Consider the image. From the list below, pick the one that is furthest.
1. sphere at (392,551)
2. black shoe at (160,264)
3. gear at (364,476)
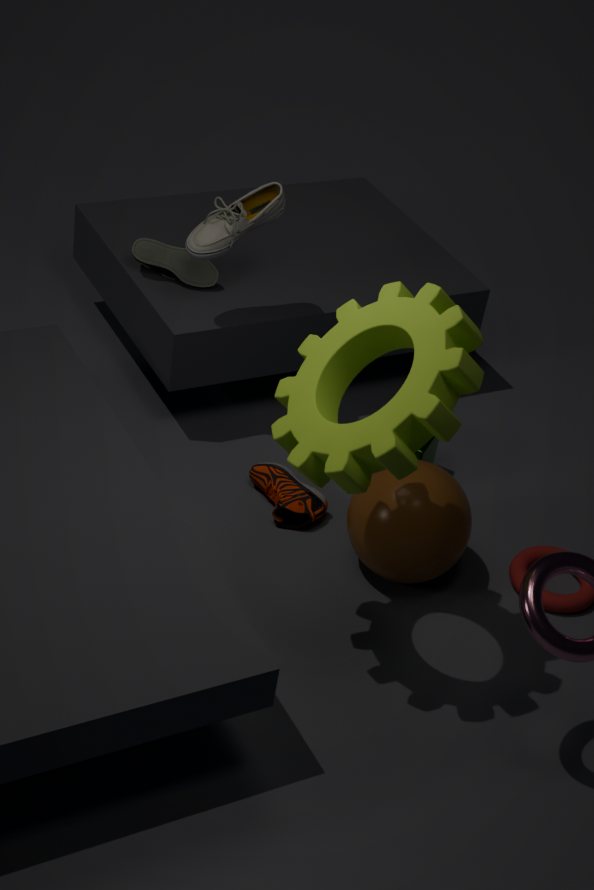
black shoe at (160,264)
